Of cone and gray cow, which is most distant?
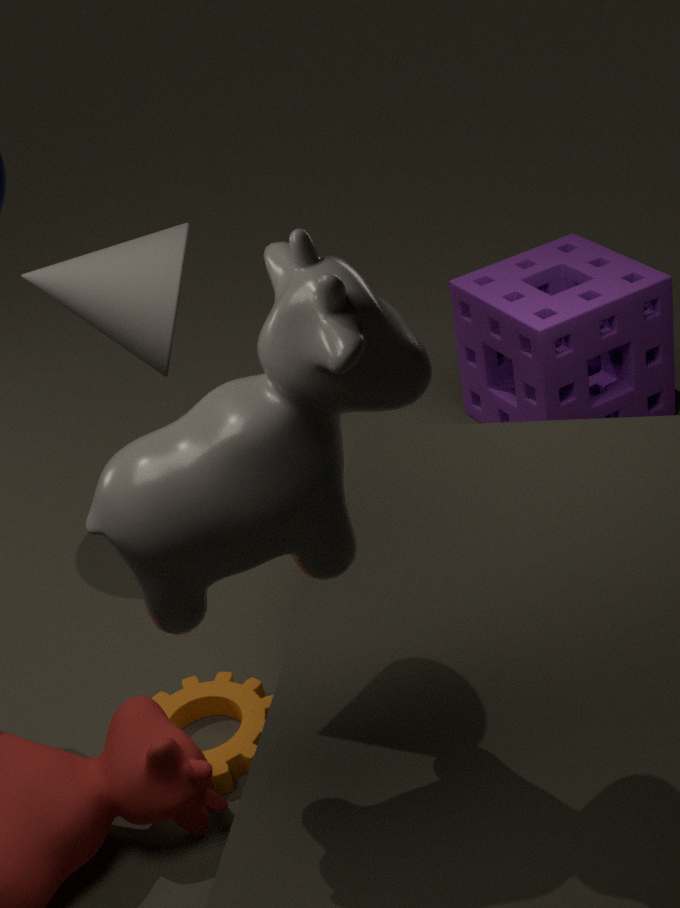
cone
